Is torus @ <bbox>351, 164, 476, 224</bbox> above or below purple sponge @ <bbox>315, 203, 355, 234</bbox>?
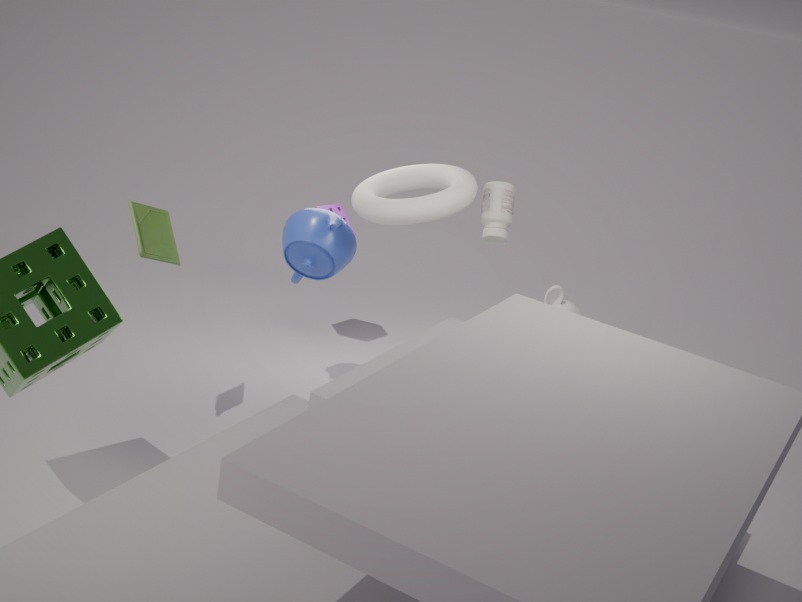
above
